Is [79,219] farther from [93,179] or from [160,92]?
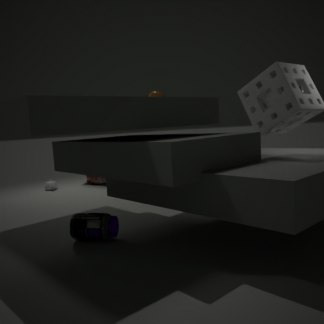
[93,179]
